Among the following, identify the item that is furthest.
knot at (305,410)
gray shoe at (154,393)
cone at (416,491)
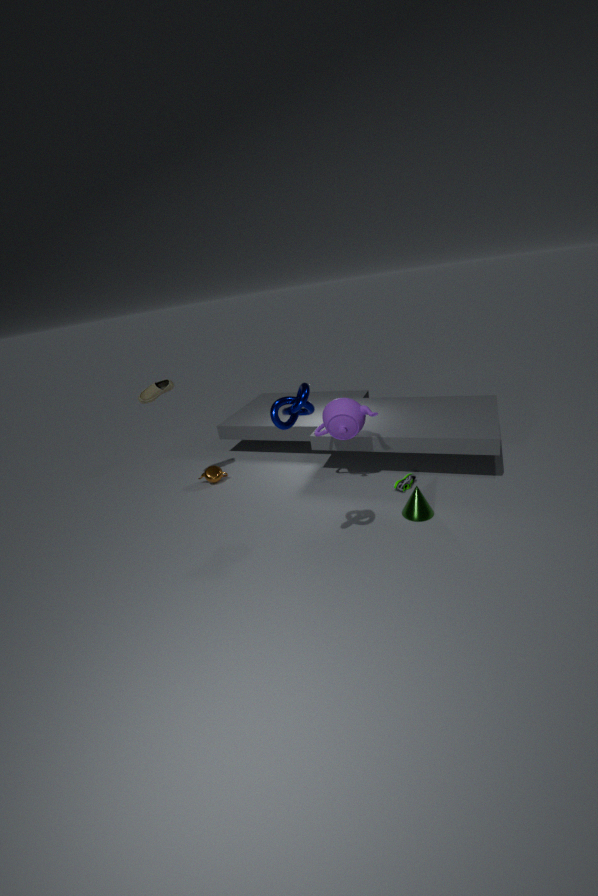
gray shoe at (154,393)
